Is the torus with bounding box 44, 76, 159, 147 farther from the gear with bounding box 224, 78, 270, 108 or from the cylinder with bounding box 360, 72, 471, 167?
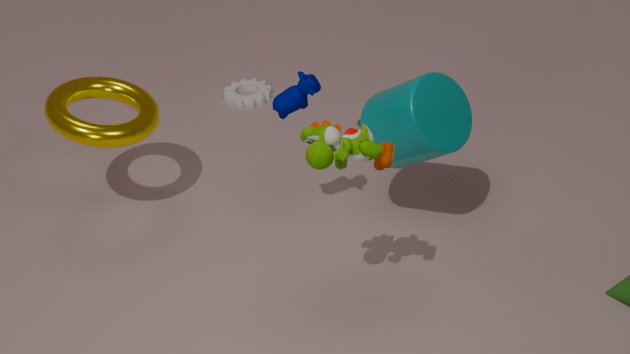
the cylinder with bounding box 360, 72, 471, 167
